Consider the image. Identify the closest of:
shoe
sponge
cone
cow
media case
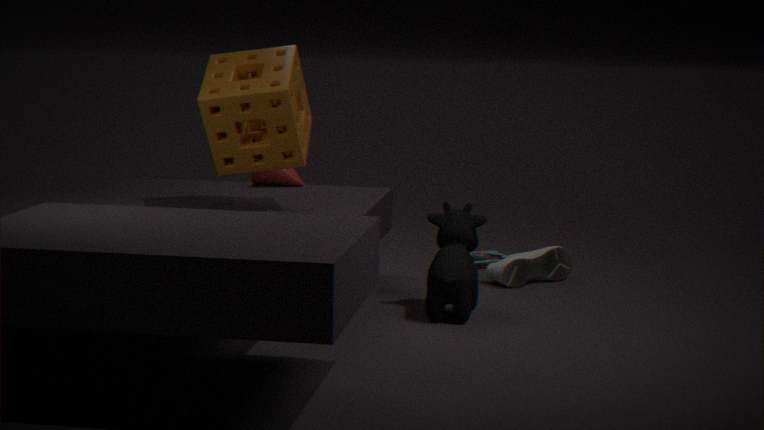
sponge
